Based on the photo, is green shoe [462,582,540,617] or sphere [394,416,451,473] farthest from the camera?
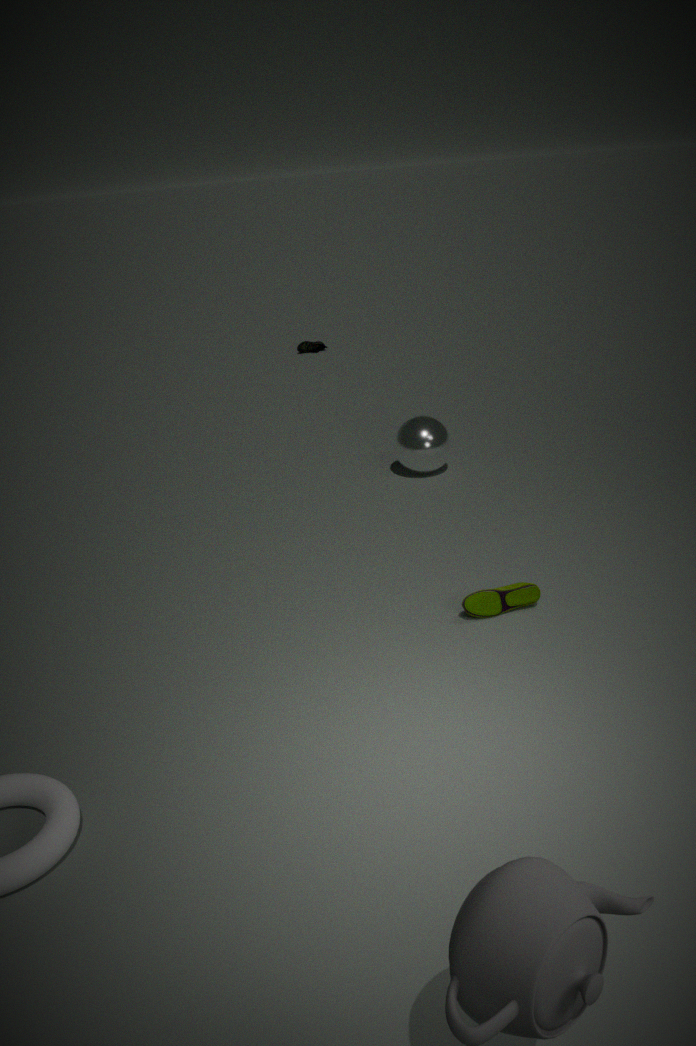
sphere [394,416,451,473]
